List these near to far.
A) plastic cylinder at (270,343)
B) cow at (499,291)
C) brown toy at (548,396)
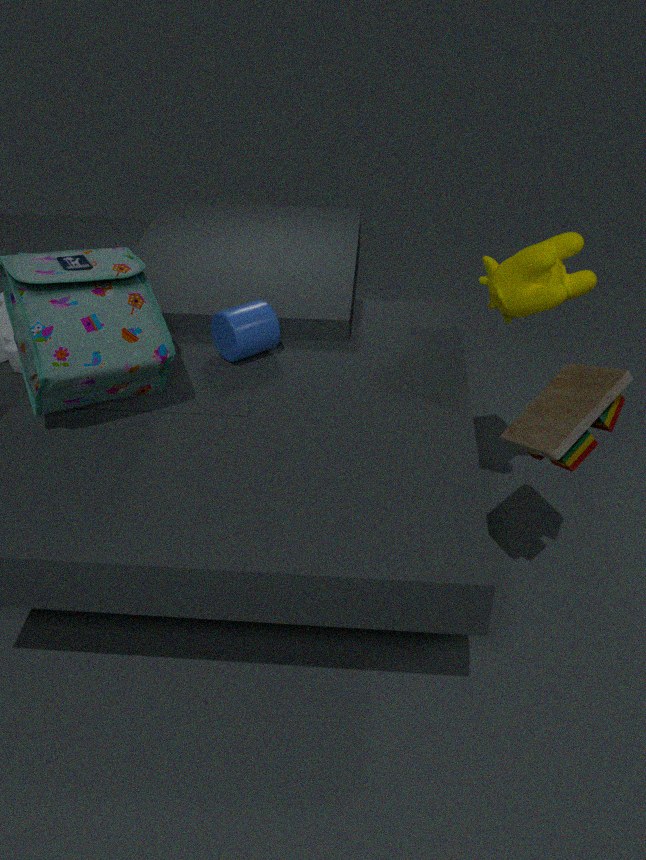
brown toy at (548,396), cow at (499,291), plastic cylinder at (270,343)
